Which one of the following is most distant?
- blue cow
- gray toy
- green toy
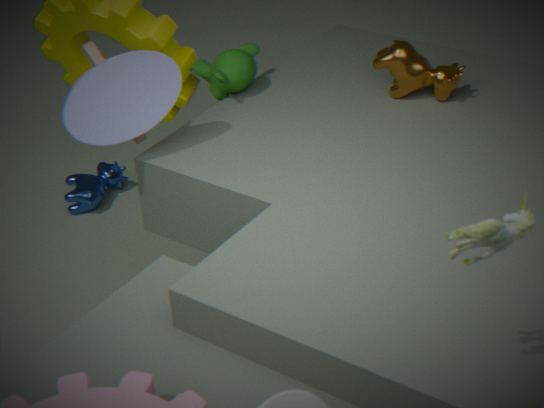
blue cow
